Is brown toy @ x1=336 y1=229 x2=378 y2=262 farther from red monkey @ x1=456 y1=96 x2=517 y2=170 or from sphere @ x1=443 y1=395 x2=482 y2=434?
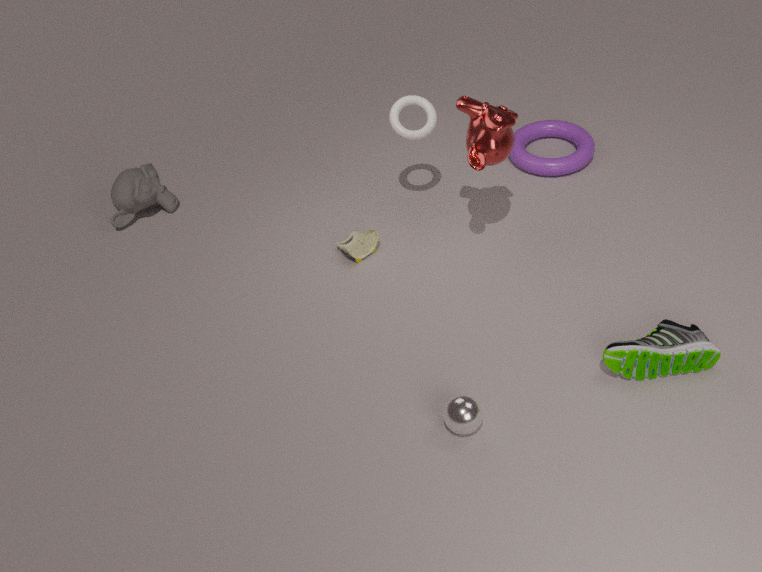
sphere @ x1=443 y1=395 x2=482 y2=434
